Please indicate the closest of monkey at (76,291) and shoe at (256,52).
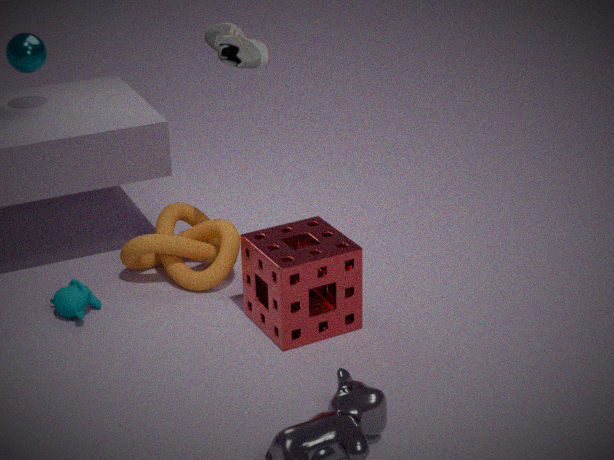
shoe at (256,52)
